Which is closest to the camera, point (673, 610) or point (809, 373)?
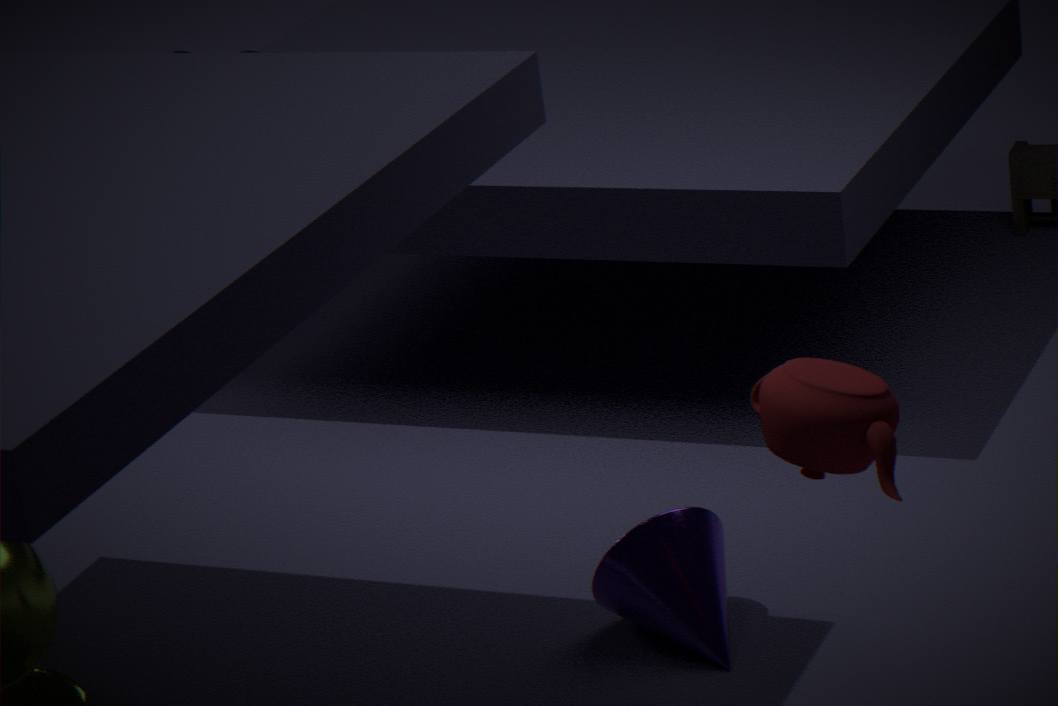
point (809, 373)
